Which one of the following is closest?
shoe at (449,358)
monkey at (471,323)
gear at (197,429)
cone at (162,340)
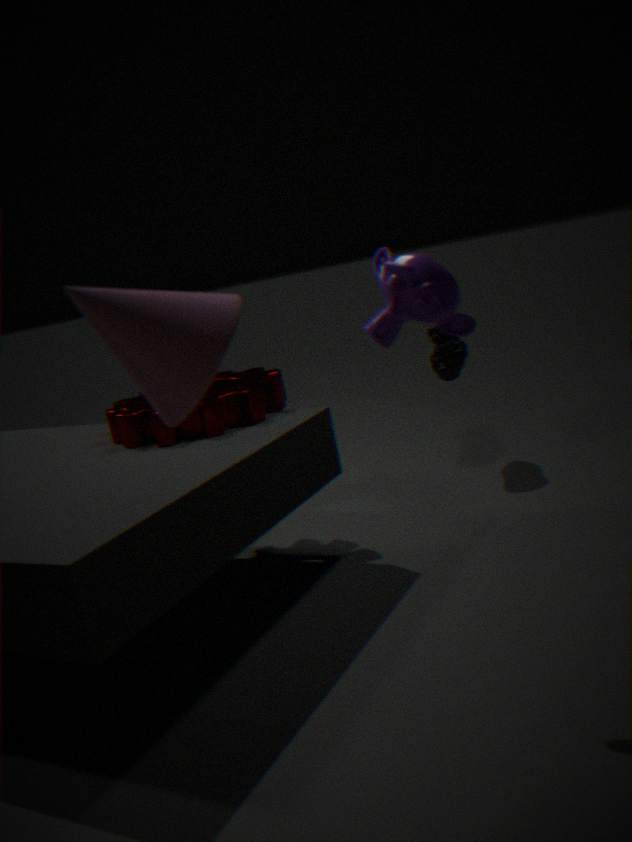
cone at (162,340)
